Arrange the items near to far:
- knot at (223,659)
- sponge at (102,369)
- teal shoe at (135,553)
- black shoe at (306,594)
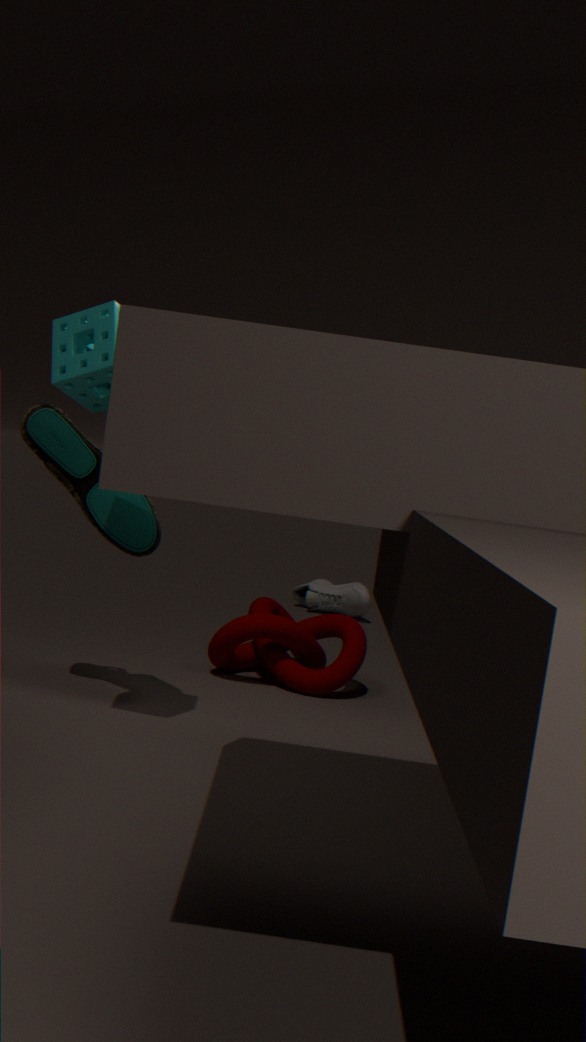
1. sponge at (102,369)
2. teal shoe at (135,553)
3. knot at (223,659)
4. black shoe at (306,594)
